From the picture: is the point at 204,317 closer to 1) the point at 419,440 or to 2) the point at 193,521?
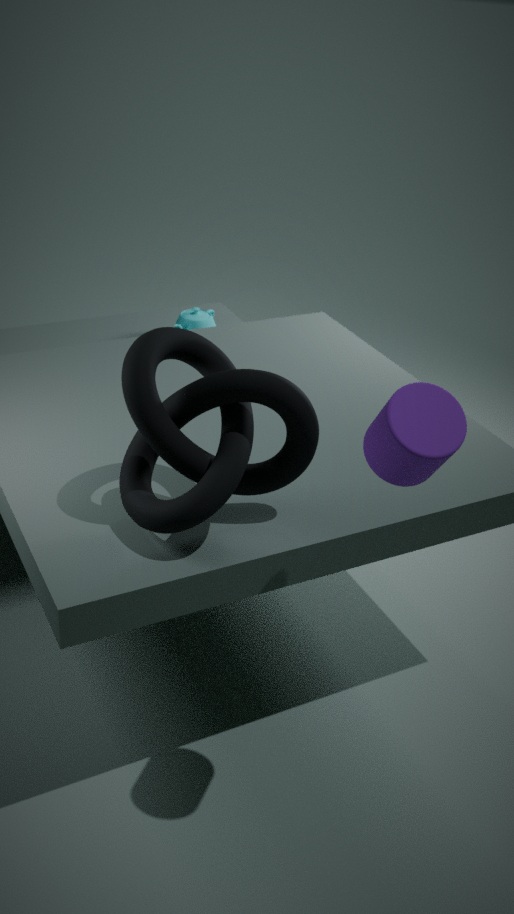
2) the point at 193,521
